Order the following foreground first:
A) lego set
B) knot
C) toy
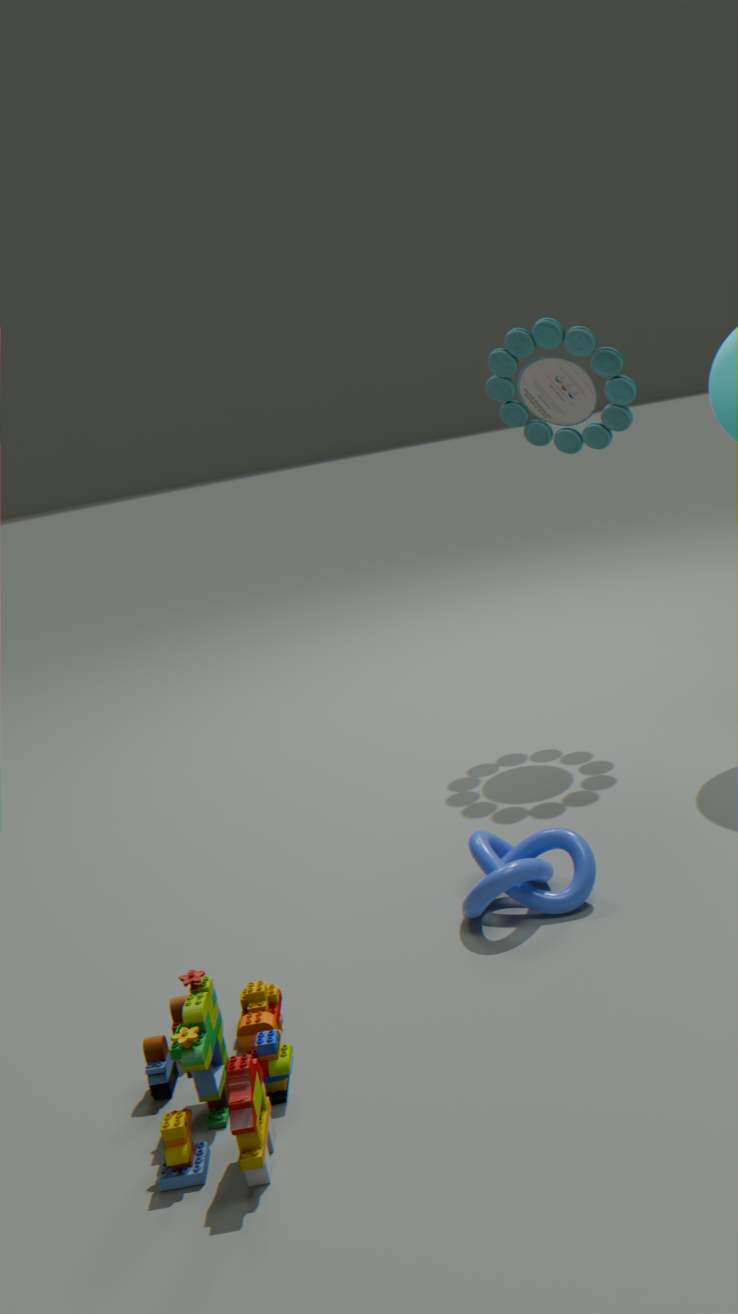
lego set, knot, toy
